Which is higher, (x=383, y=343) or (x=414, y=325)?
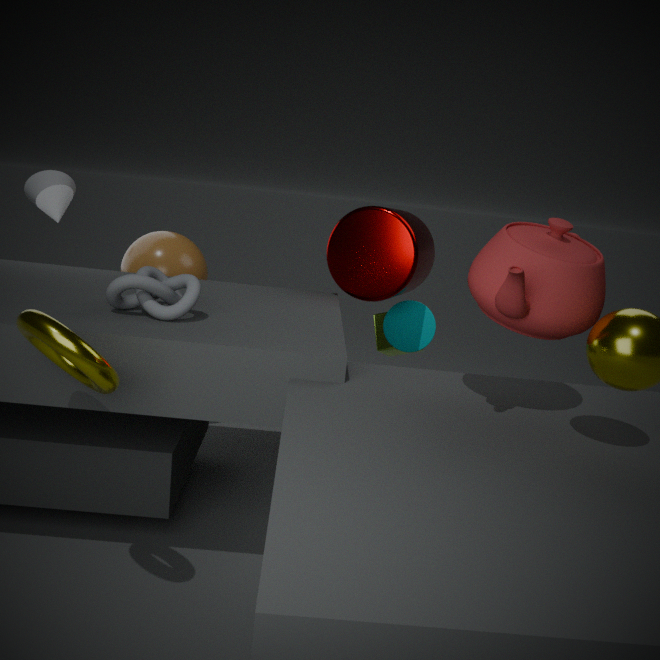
(x=414, y=325)
